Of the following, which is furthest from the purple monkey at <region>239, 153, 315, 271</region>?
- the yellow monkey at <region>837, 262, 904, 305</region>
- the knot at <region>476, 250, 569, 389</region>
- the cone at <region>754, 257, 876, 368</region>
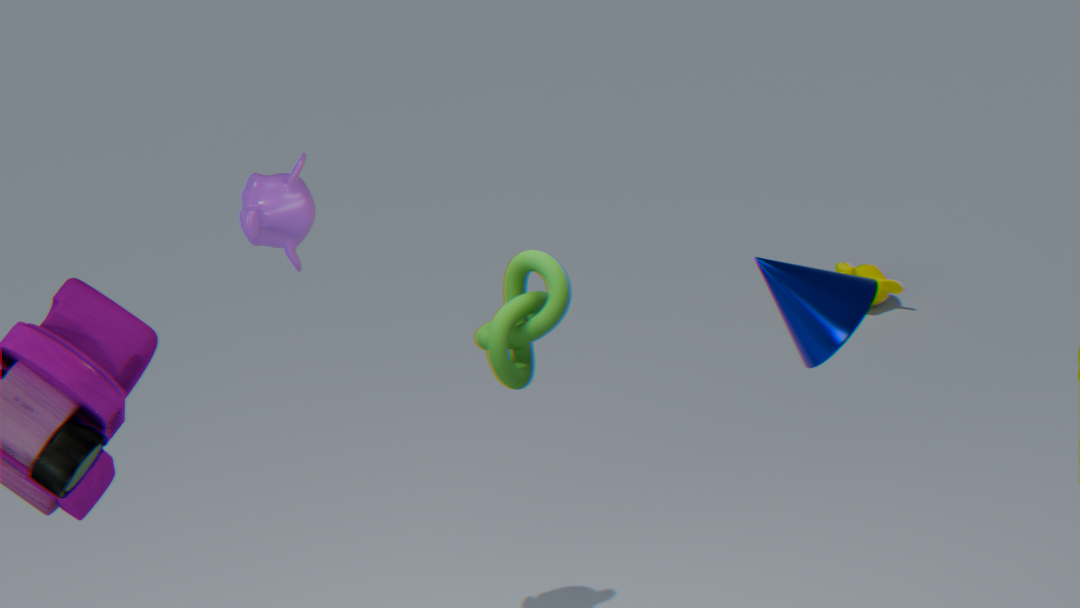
the yellow monkey at <region>837, 262, 904, 305</region>
